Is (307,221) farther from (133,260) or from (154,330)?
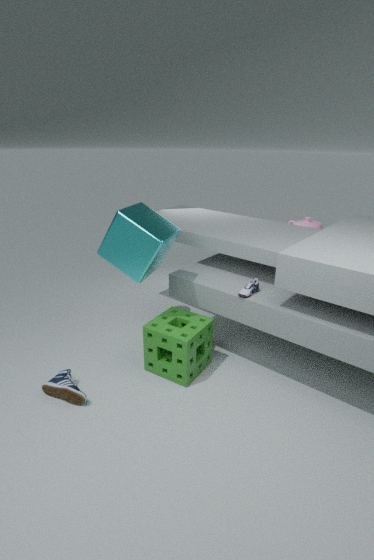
(133,260)
